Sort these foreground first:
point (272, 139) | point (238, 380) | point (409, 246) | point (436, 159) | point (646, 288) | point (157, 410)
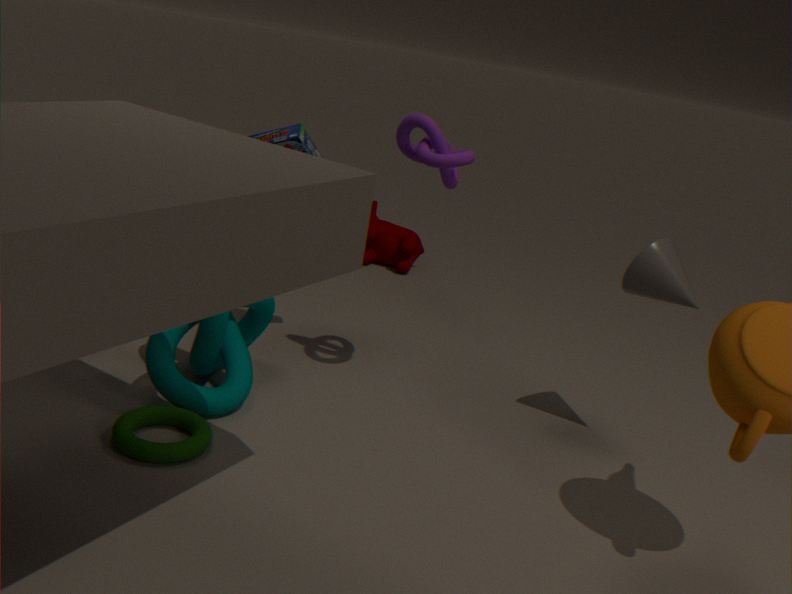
point (157, 410) → point (436, 159) → point (238, 380) → point (646, 288) → point (272, 139) → point (409, 246)
